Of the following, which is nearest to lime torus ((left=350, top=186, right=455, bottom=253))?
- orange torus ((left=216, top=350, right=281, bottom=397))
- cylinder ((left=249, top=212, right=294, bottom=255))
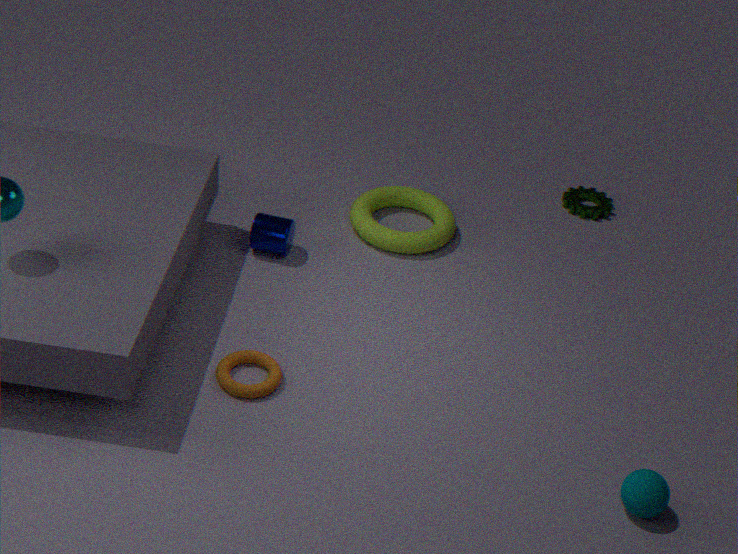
cylinder ((left=249, top=212, right=294, bottom=255))
